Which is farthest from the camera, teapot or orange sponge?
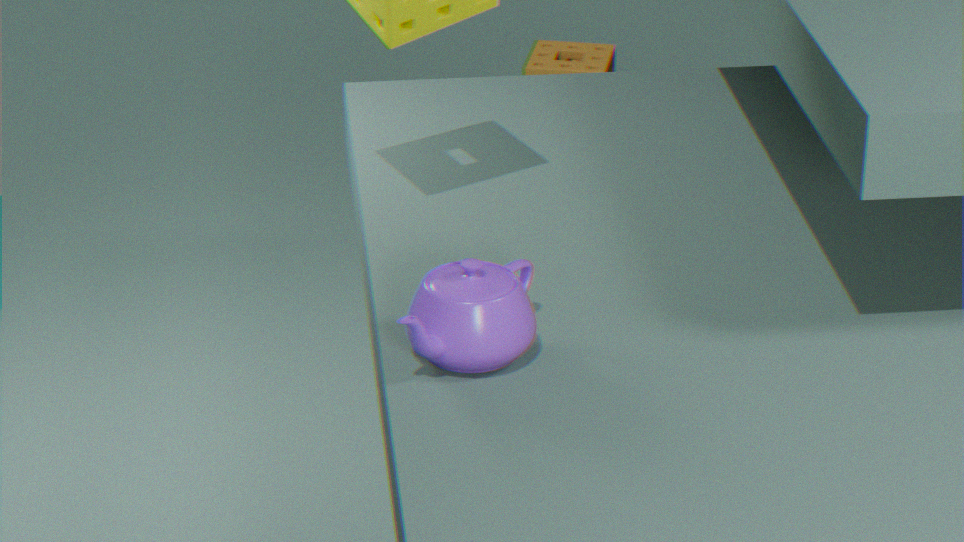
orange sponge
